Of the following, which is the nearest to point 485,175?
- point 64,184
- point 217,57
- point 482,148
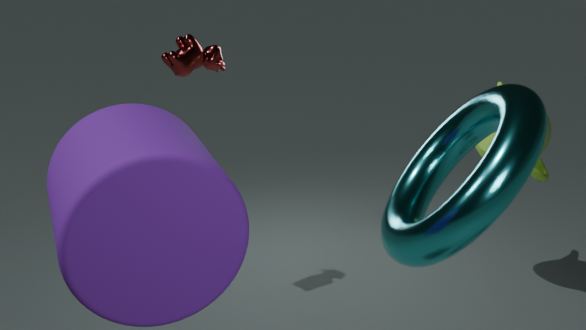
point 64,184
